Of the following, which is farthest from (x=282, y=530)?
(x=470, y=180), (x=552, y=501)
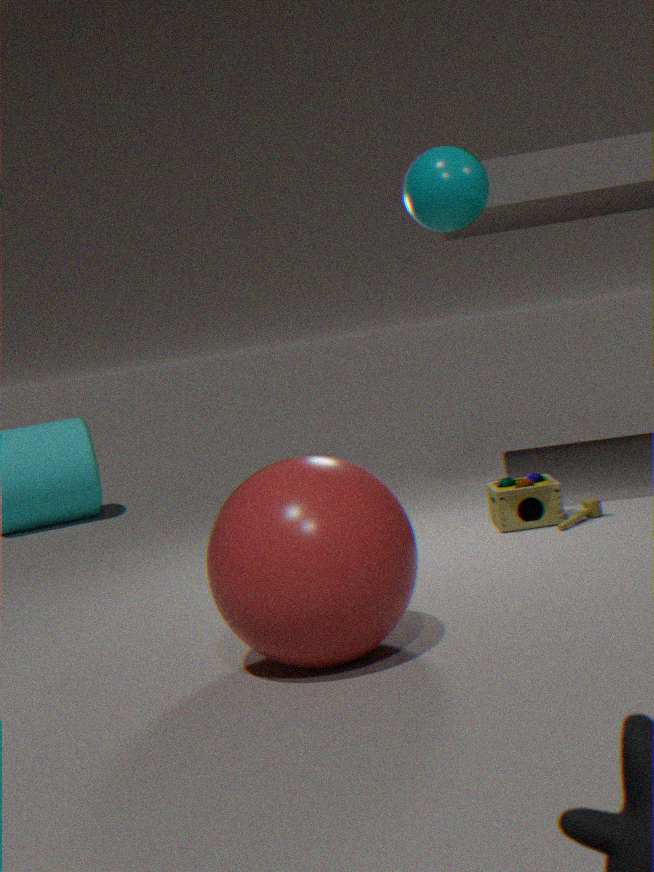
(x=552, y=501)
